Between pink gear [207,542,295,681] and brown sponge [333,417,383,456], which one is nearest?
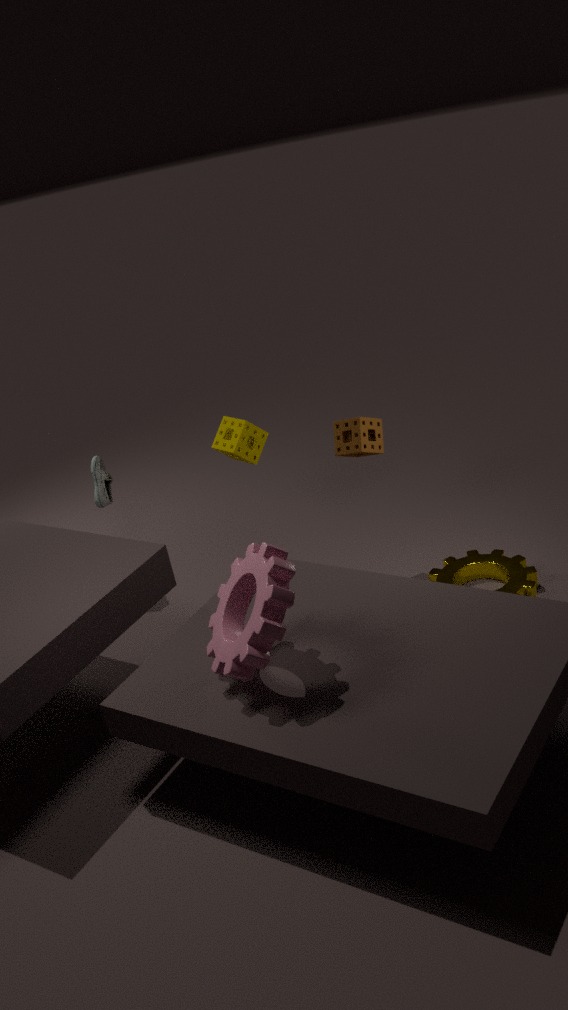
pink gear [207,542,295,681]
